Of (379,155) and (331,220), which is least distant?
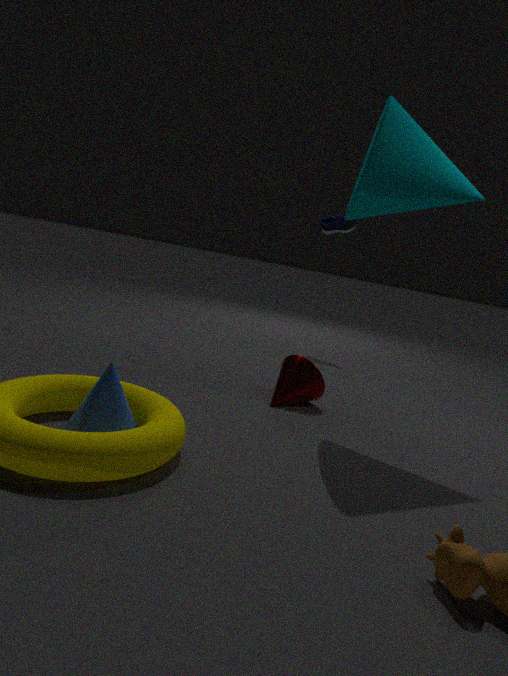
(379,155)
